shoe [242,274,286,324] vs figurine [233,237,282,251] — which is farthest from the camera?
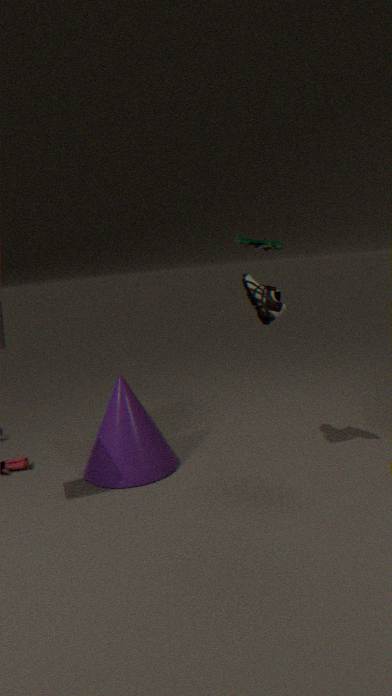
shoe [242,274,286,324]
